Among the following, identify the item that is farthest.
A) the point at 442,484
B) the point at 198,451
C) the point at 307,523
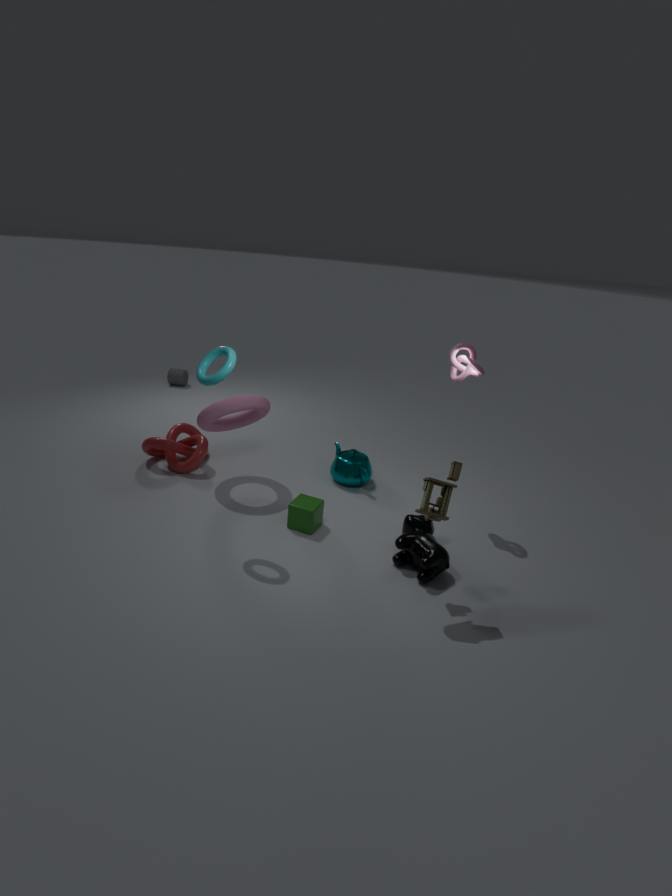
the point at 198,451
